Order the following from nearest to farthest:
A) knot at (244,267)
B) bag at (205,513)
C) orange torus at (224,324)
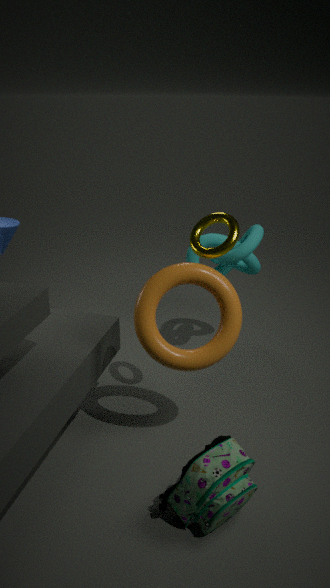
bag at (205,513) < orange torus at (224,324) < knot at (244,267)
